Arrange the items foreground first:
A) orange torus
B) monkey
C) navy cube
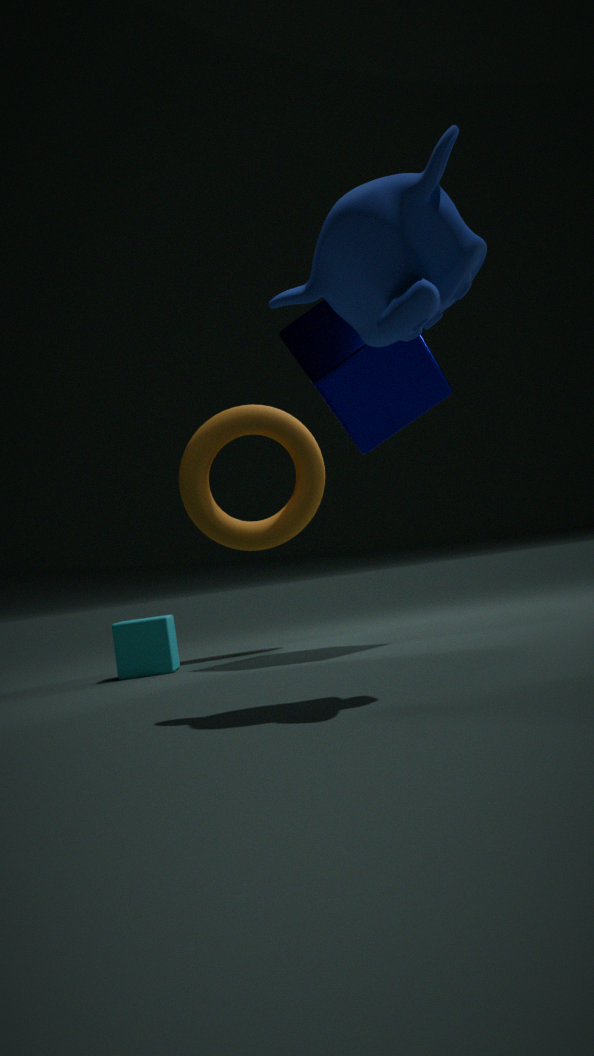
monkey, navy cube, orange torus
